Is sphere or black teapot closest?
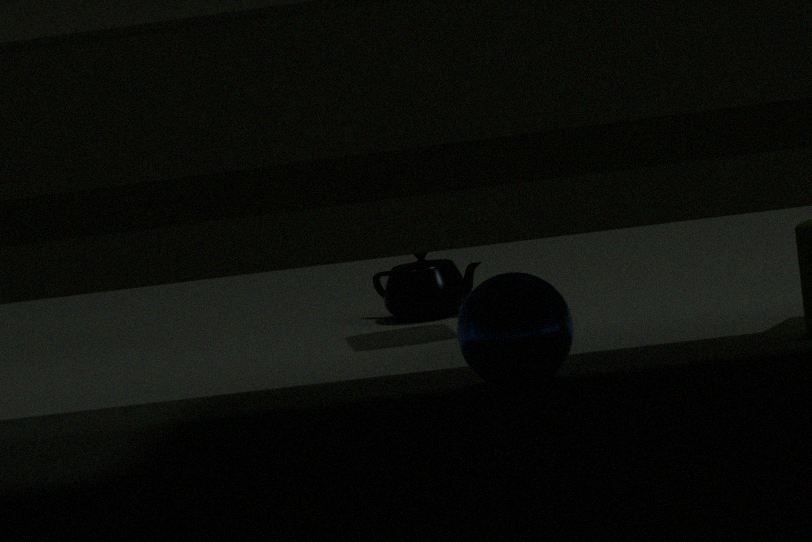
sphere
